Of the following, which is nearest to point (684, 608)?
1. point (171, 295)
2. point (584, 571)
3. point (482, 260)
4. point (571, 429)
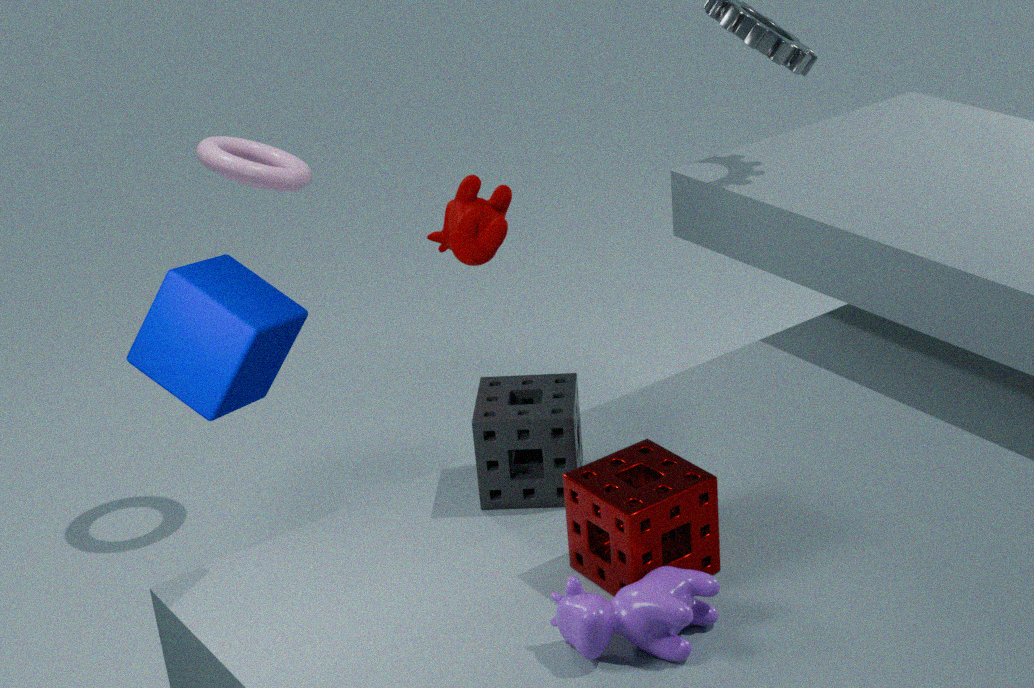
point (584, 571)
